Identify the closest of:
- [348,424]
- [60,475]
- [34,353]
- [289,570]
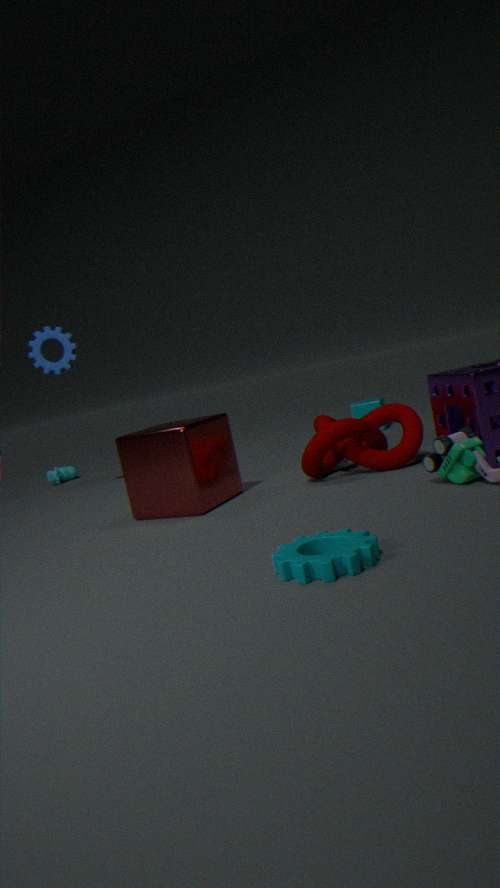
[289,570]
